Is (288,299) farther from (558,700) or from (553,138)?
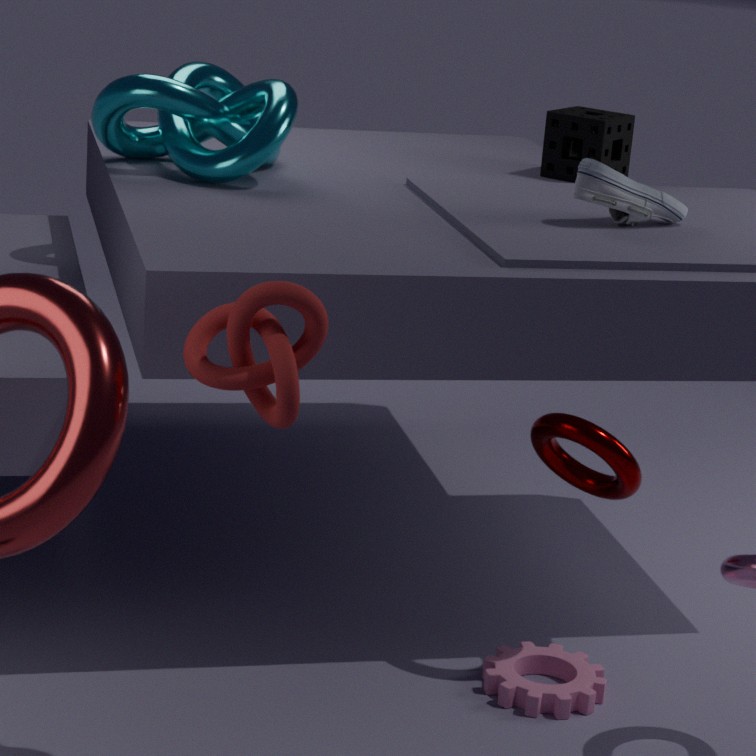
(553,138)
